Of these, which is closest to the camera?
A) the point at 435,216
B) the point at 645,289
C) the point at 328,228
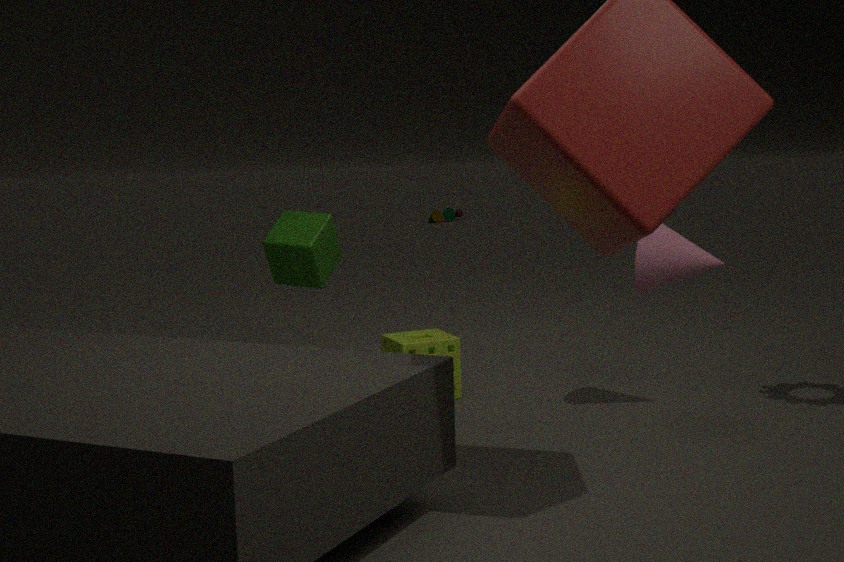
the point at 645,289
